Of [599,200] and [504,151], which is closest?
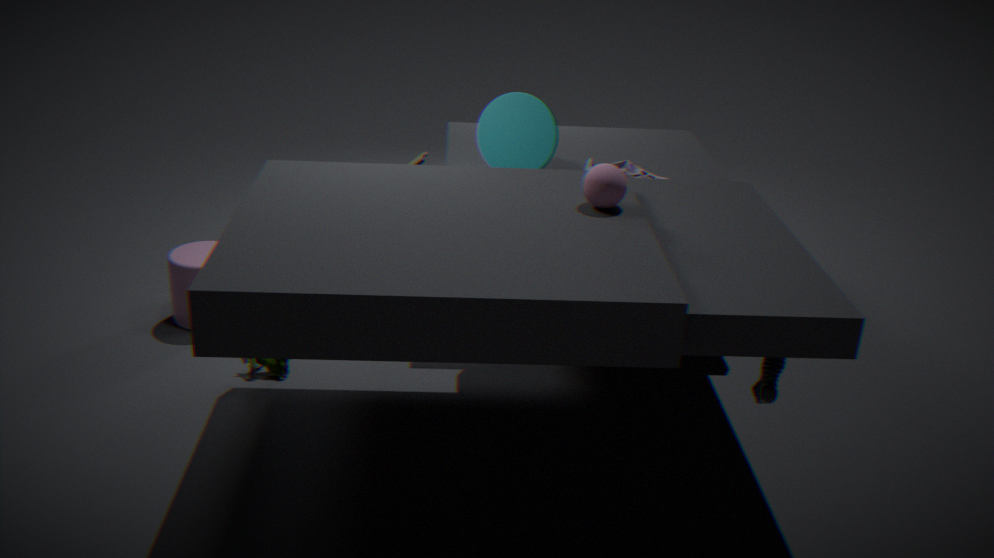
[599,200]
